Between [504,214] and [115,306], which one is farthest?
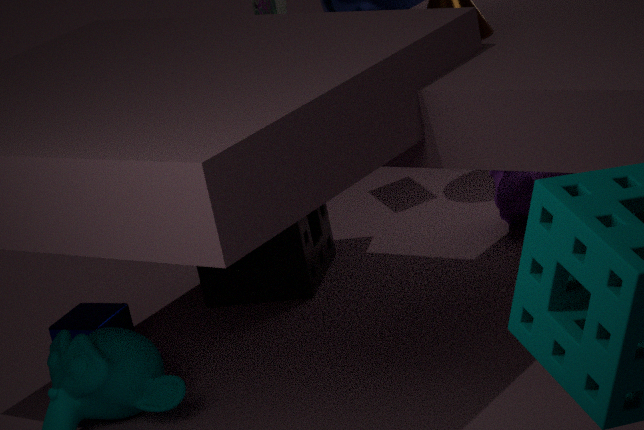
[504,214]
